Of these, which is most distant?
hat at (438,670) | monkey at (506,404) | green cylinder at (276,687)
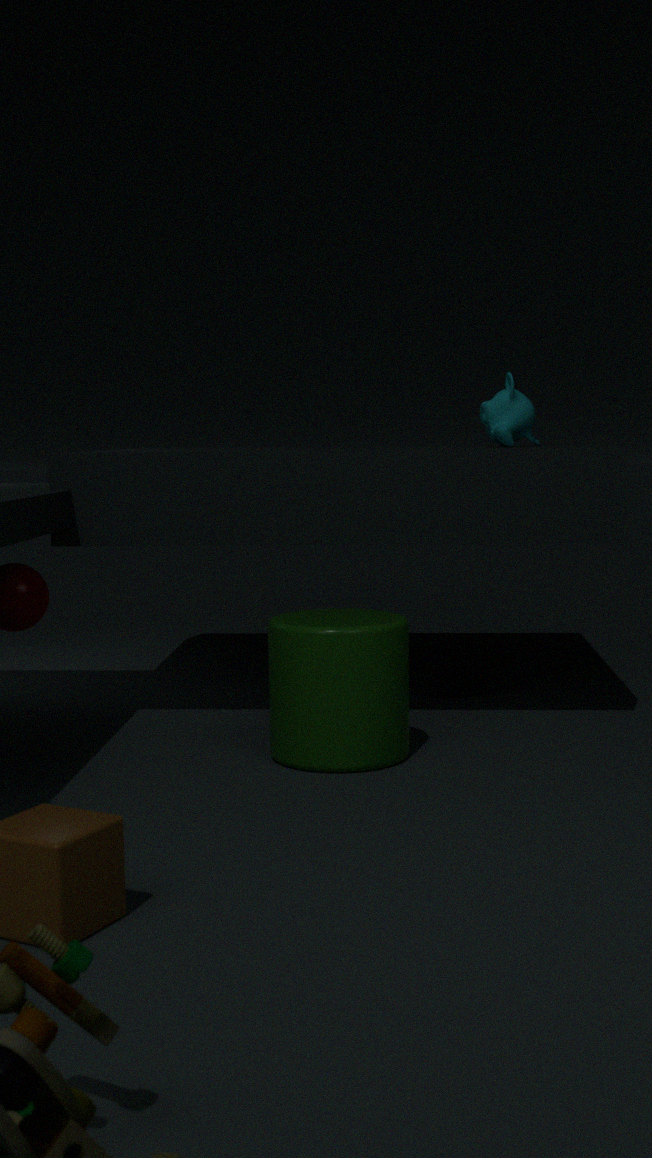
hat at (438,670)
